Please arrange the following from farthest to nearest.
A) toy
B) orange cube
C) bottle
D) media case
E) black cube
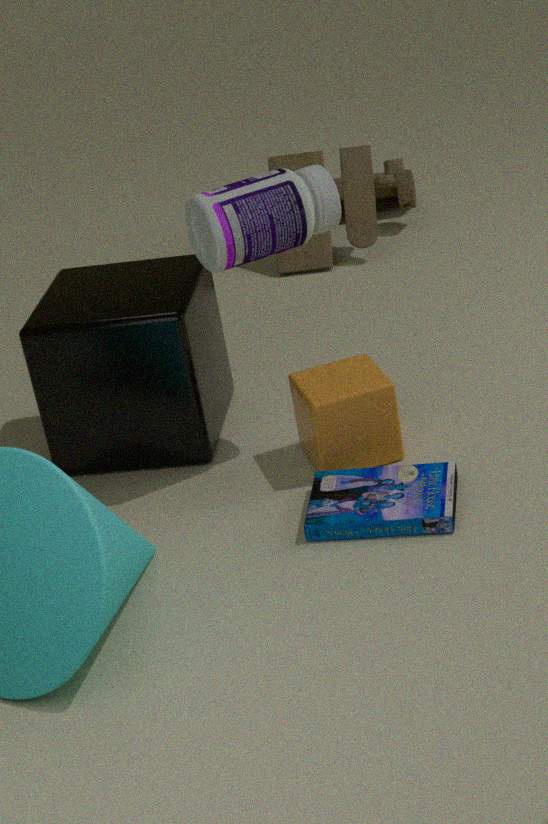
toy
black cube
orange cube
bottle
media case
